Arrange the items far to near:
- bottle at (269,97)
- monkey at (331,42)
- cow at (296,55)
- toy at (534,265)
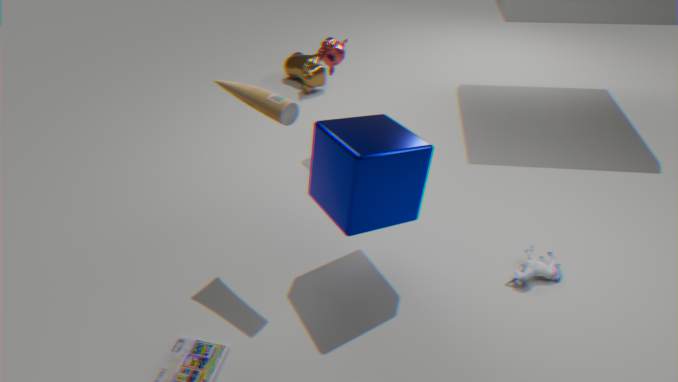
cow at (296,55)
monkey at (331,42)
toy at (534,265)
bottle at (269,97)
